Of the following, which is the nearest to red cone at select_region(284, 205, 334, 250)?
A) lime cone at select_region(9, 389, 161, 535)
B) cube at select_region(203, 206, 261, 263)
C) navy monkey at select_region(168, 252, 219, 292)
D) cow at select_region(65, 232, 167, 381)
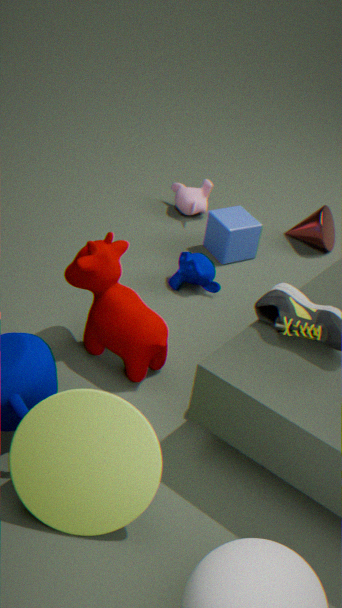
cube at select_region(203, 206, 261, 263)
